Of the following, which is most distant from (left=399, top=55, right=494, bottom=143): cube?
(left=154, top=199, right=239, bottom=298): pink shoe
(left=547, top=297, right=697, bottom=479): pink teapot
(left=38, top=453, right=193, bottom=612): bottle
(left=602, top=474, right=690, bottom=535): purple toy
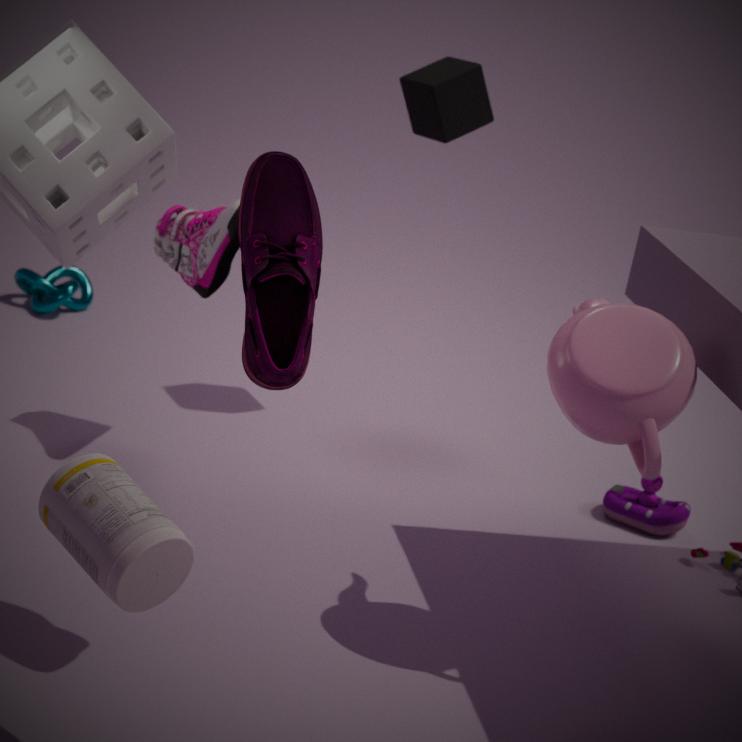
(left=38, top=453, right=193, bottom=612): bottle
